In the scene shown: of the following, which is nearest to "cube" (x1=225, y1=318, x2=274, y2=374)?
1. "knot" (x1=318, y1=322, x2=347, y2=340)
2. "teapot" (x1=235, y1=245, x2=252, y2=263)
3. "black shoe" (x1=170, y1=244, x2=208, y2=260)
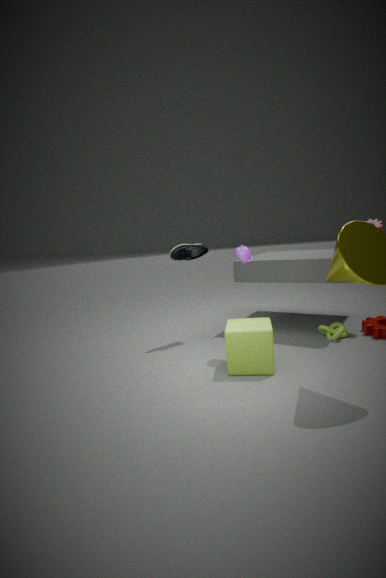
"teapot" (x1=235, y1=245, x2=252, y2=263)
